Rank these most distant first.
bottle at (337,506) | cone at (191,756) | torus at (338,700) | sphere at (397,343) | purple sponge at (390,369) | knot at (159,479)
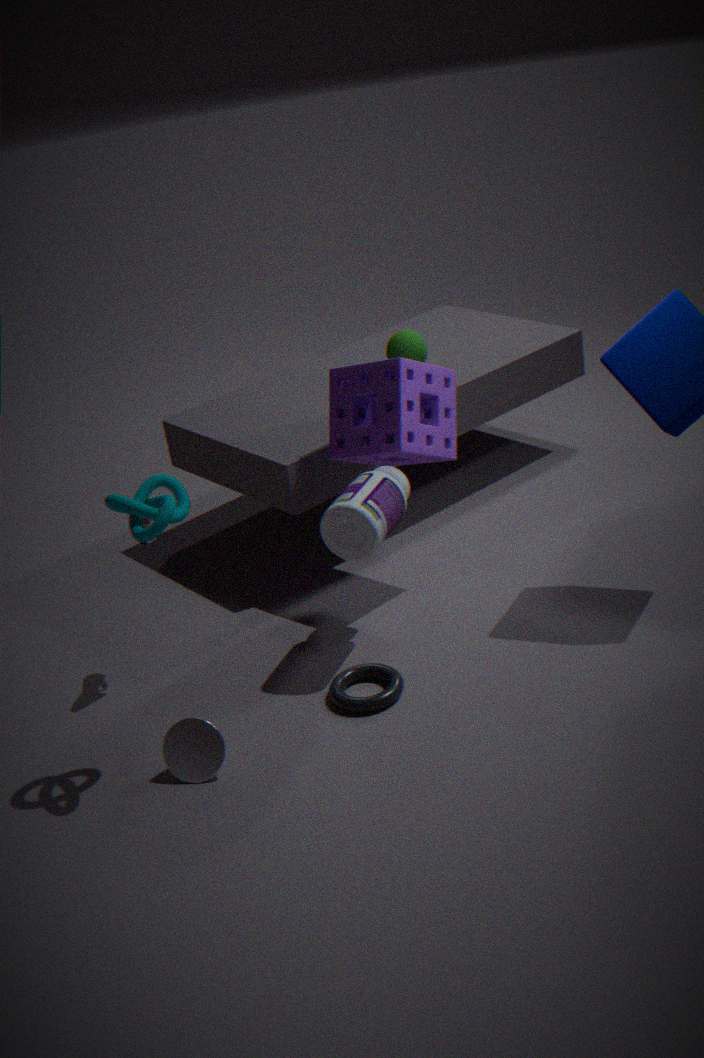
sphere at (397,343), purple sponge at (390,369), bottle at (337,506), torus at (338,700), cone at (191,756), knot at (159,479)
